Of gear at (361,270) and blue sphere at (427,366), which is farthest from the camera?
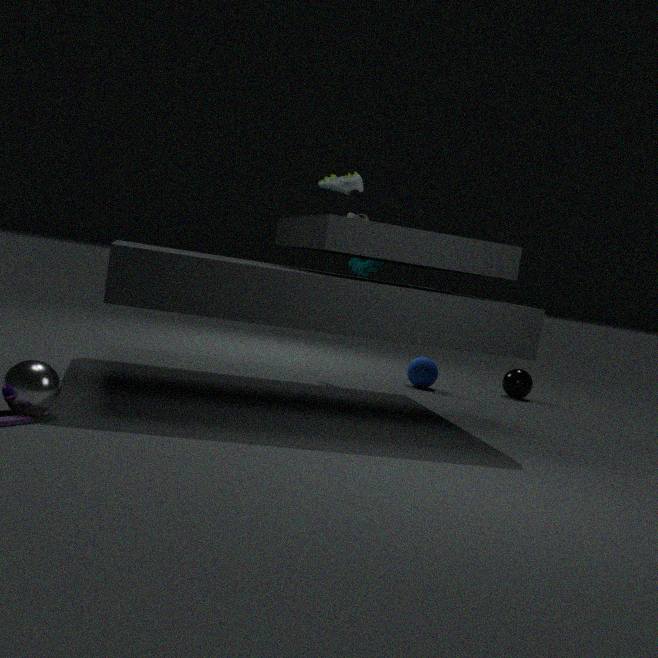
blue sphere at (427,366)
